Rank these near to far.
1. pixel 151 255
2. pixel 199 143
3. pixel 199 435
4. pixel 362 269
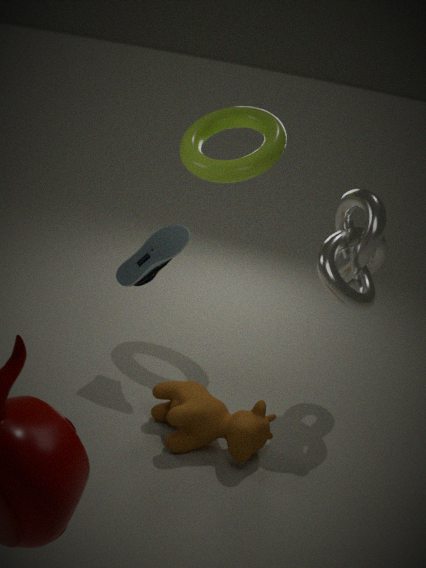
pixel 199 435 → pixel 151 255 → pixel 362 269 → pixel 199 143
